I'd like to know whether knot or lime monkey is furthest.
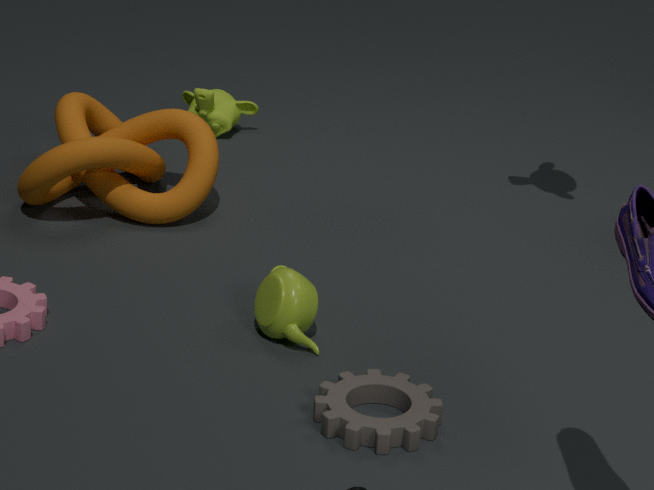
lime monkey
